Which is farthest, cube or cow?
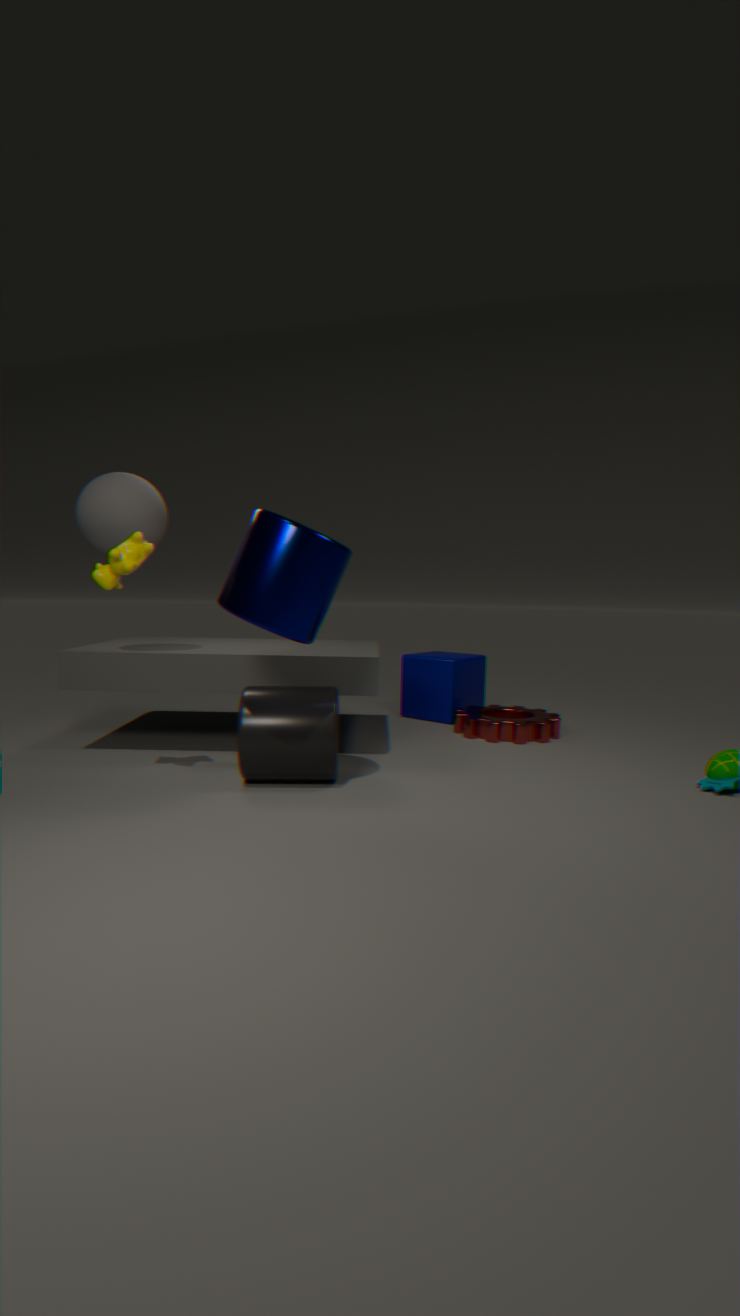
cube
